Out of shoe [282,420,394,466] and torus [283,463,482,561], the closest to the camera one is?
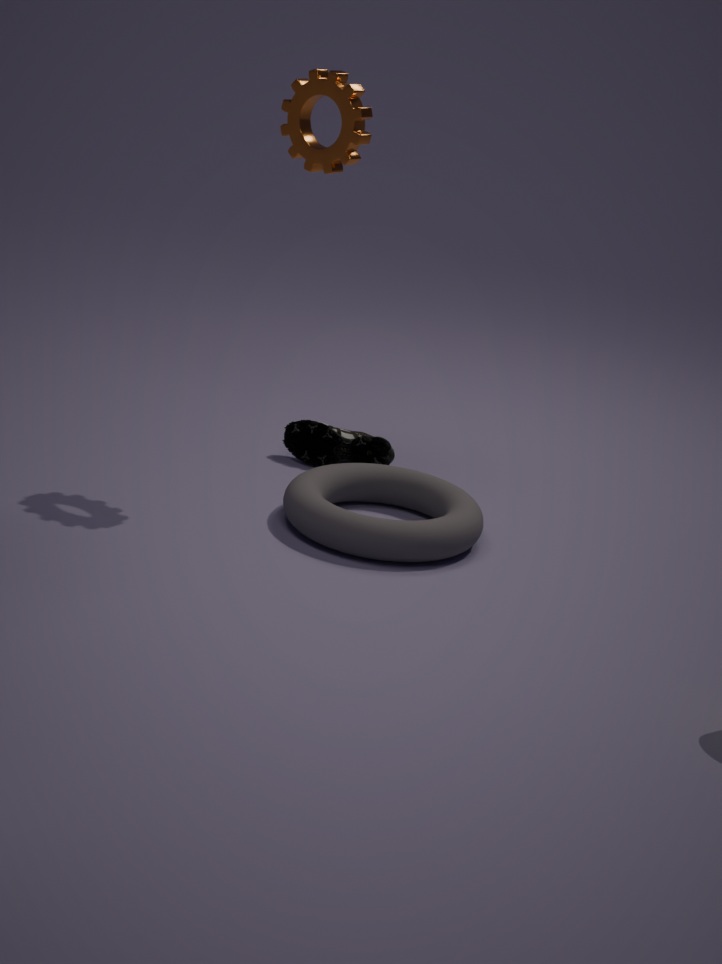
torus [283,463,482,561]
